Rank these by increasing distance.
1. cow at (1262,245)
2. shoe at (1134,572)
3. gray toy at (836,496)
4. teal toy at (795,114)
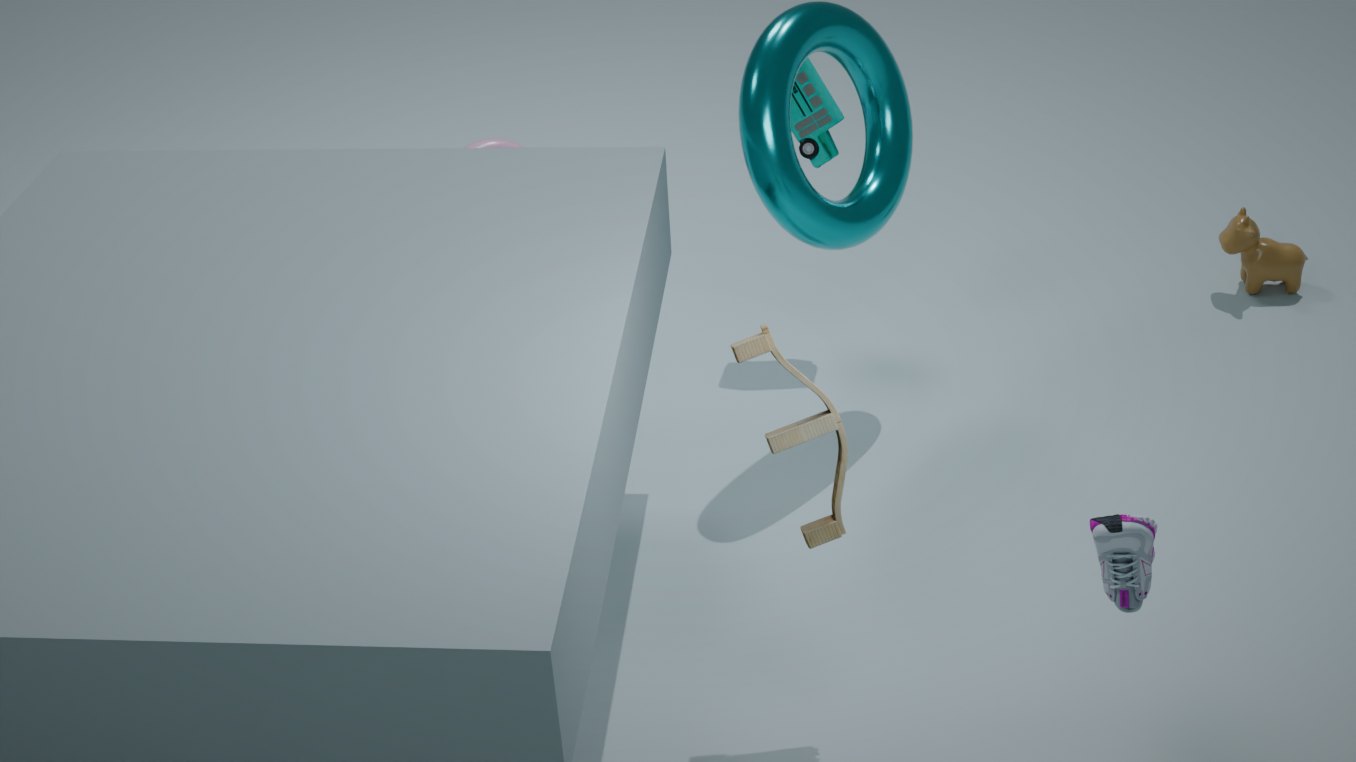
shoe at (1134,572), gray toy at (836,496), teal toy at (795,114), cow at (1262,245)
